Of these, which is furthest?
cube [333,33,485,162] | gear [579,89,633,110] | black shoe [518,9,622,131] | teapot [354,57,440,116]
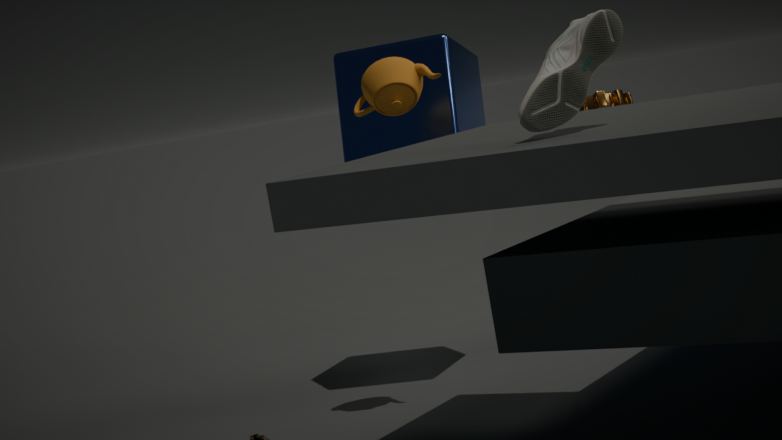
gear [579,89,633,110]
